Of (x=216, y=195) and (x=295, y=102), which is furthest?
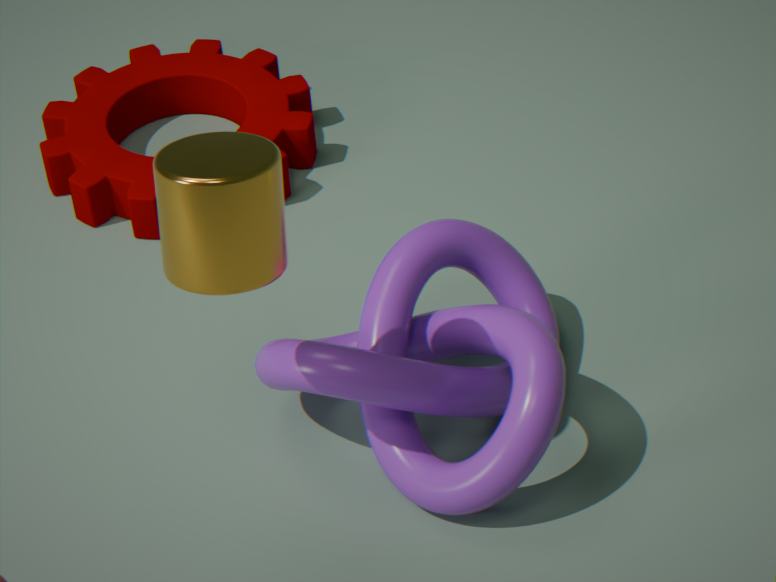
(x=295, y=102)
